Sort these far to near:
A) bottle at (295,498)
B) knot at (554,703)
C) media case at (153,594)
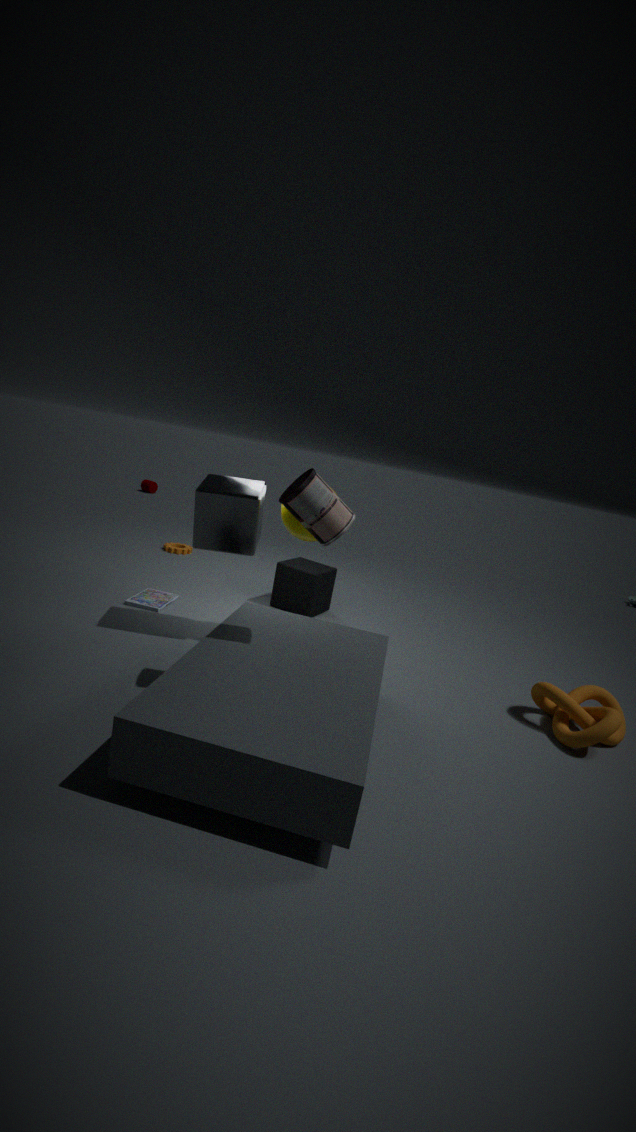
media case at (153,594), knot at (554,703), bottle at (295,498)
